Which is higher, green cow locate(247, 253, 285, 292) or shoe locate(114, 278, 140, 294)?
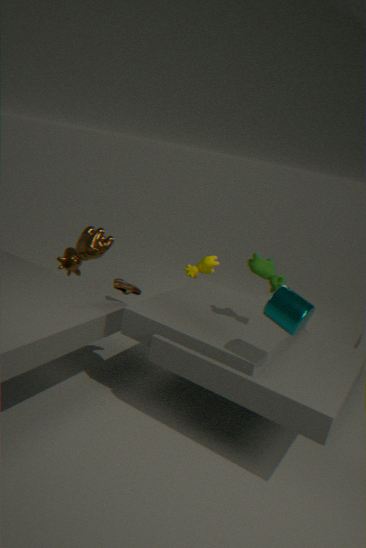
green cow locate(247, 253, 285, 292)
